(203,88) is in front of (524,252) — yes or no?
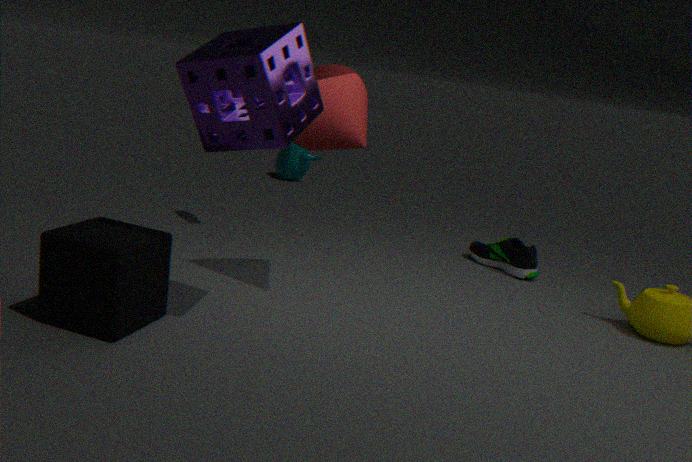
Yes
